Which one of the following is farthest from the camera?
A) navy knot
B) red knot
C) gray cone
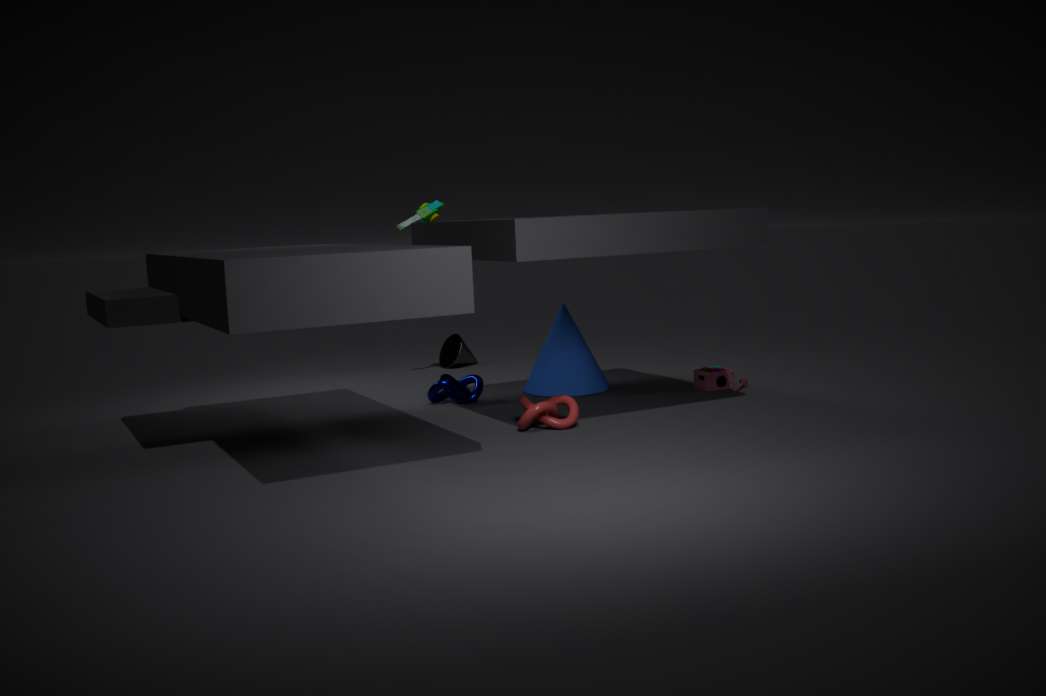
gray cone
